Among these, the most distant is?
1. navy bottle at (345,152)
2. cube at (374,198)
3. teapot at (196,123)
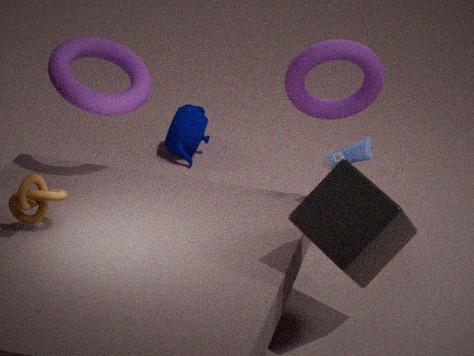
teapot at (196,123)
